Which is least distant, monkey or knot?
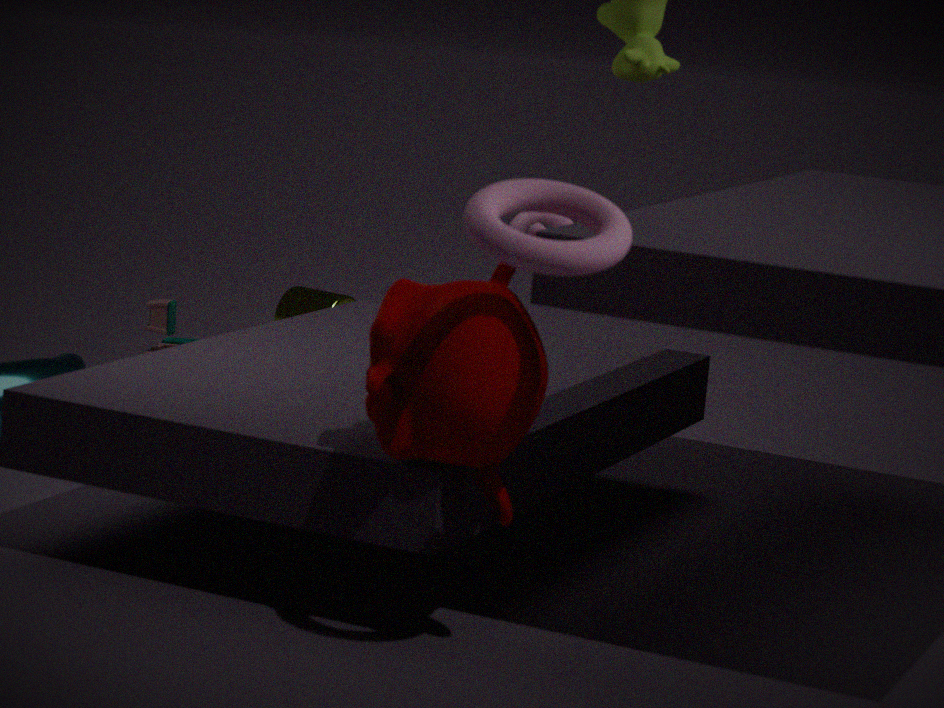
monkey
